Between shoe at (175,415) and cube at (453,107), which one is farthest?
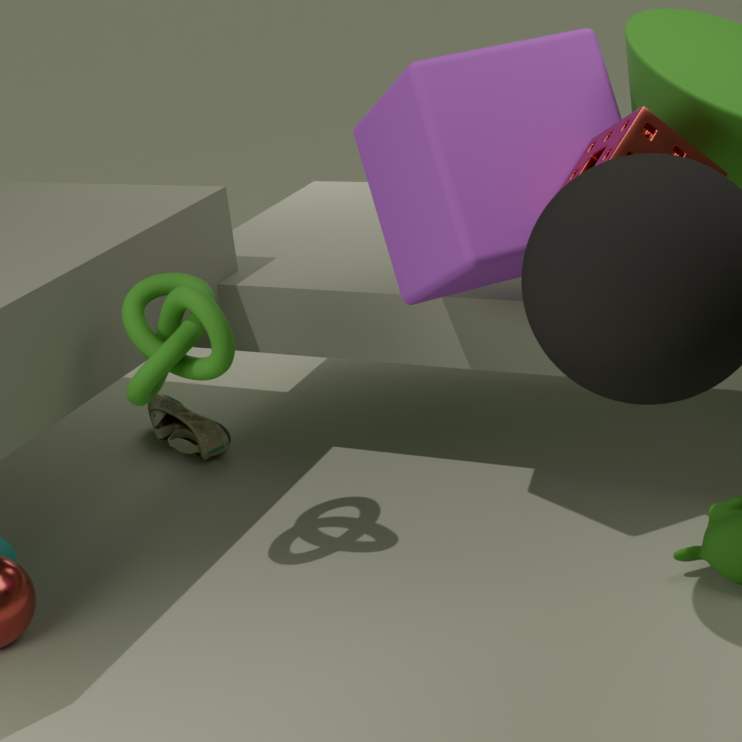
shoe at (175,415)
